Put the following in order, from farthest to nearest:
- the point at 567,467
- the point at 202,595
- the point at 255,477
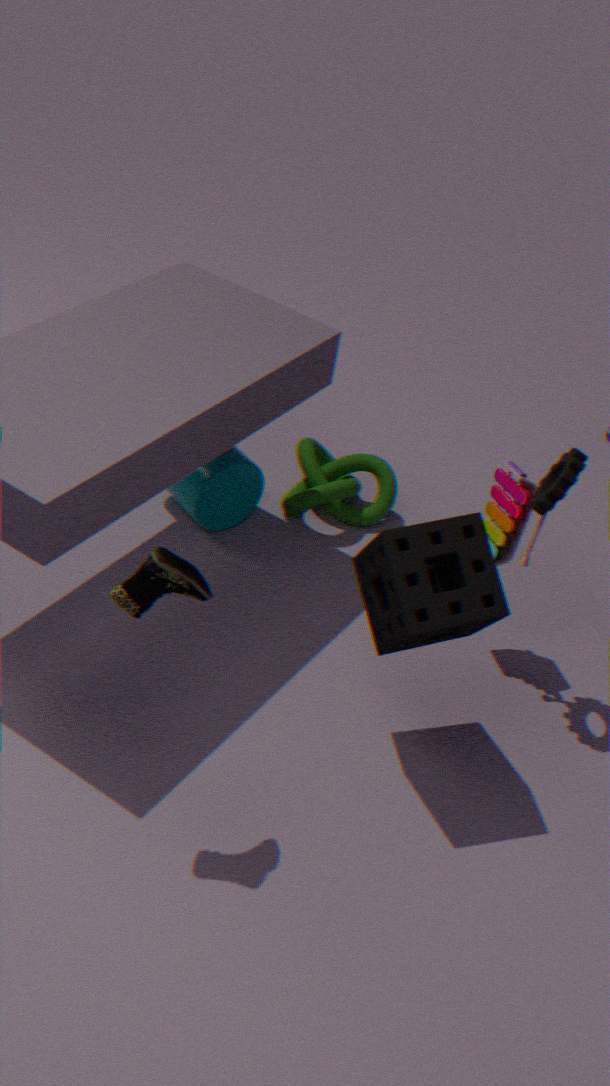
the point at 255,477, the point at 567,467, the point at 202,595
